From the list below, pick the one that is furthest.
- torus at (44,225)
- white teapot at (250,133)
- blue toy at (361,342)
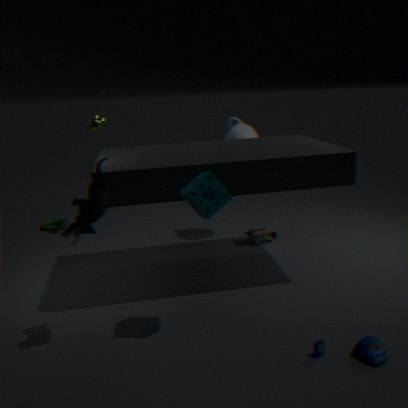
torus at (44,225)
